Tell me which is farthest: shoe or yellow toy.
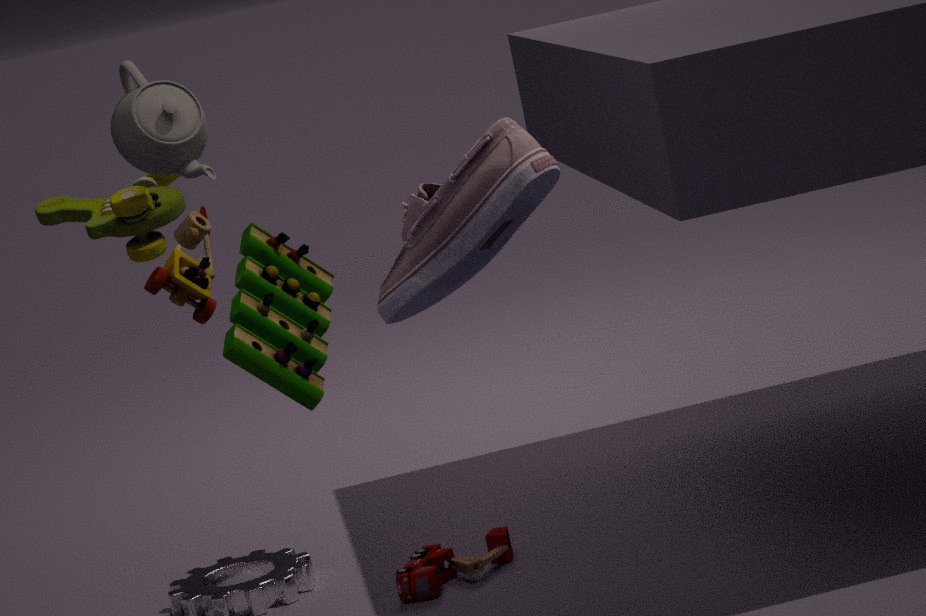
yellow toy
